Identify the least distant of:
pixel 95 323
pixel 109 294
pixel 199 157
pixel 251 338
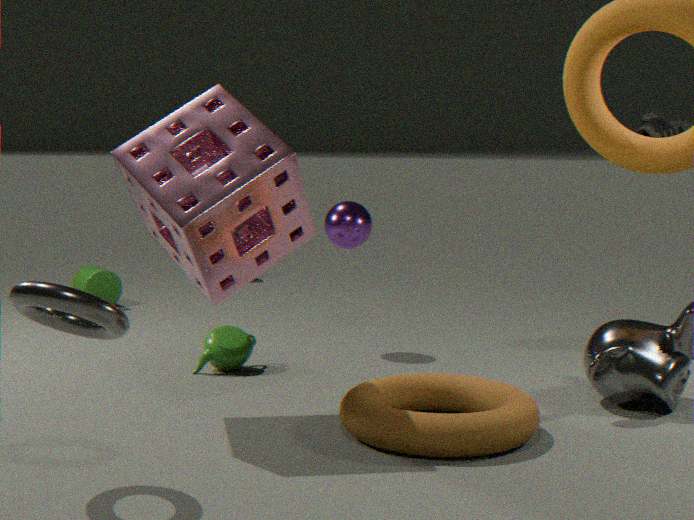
pixel 95 323
